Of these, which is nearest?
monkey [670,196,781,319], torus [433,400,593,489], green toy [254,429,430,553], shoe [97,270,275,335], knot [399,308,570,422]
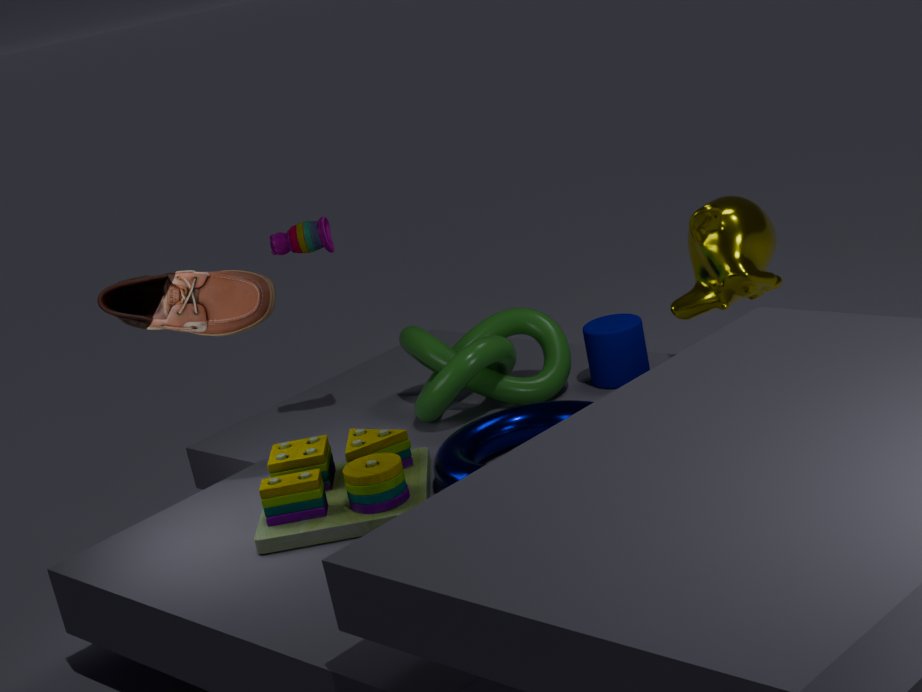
green toy [254,429,430,553]
